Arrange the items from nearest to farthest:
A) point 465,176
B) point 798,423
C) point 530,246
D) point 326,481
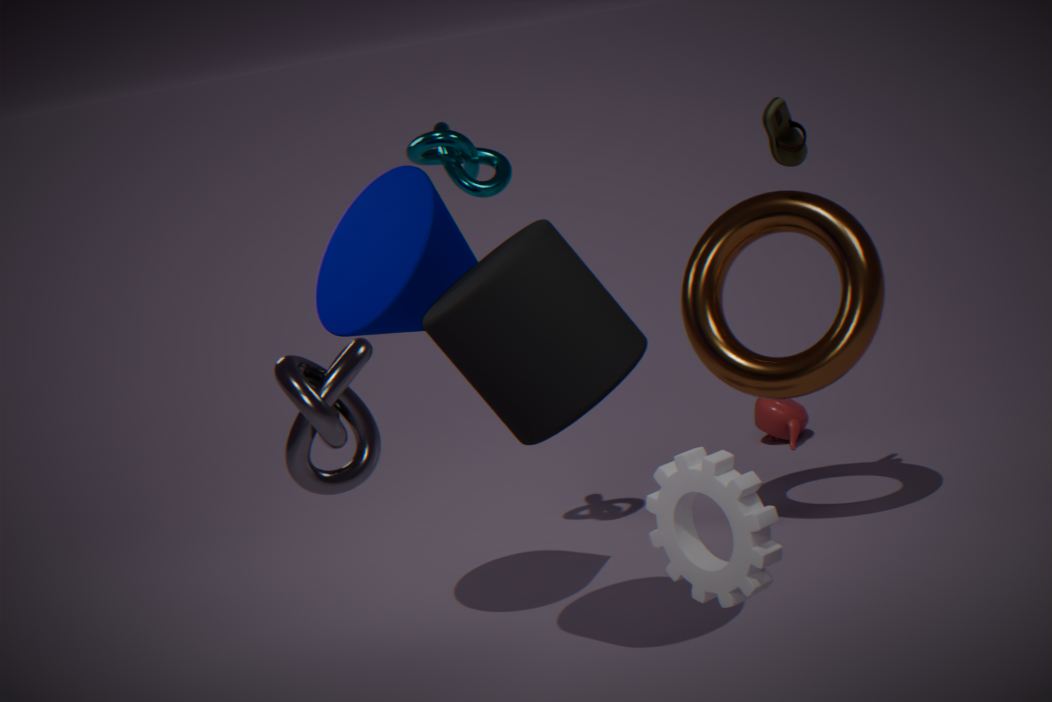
point 326,481
point 530,246
point 465,176
point 798,423
